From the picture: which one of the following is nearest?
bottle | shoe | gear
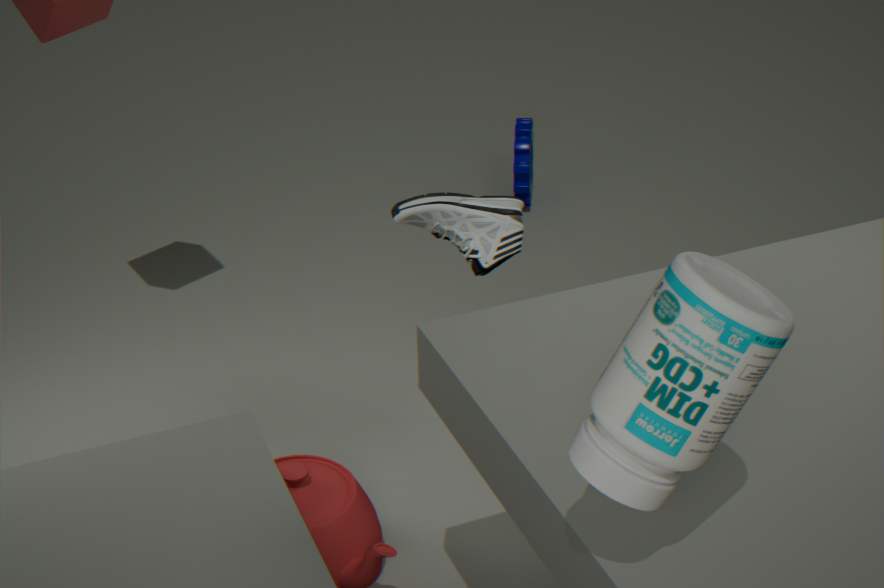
bottle
